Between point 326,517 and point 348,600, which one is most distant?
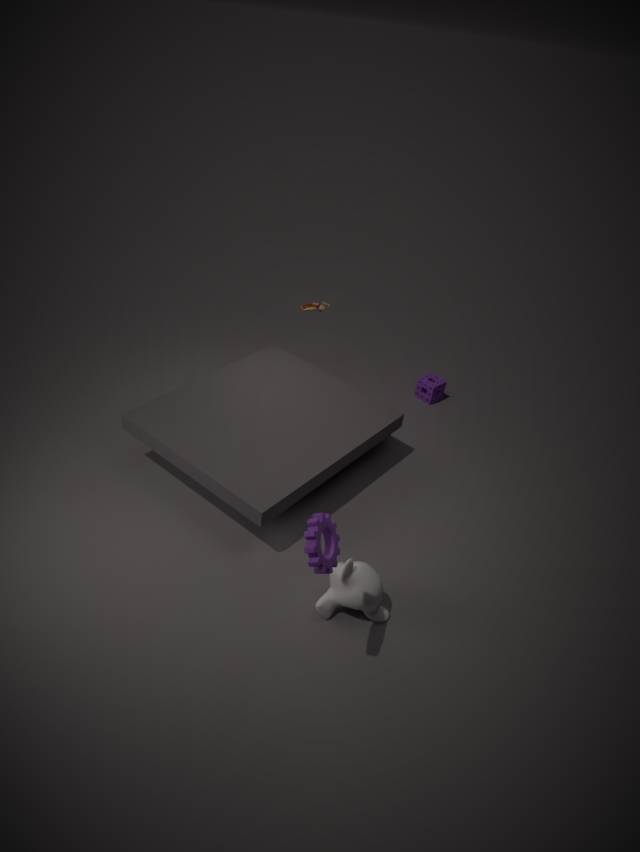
point 348,600
